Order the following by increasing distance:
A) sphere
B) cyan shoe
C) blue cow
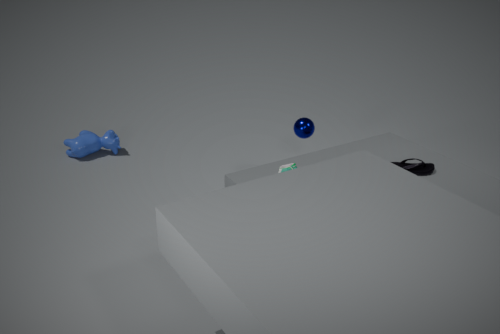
1. cyan shoe
2. sphere
3. blue cow
